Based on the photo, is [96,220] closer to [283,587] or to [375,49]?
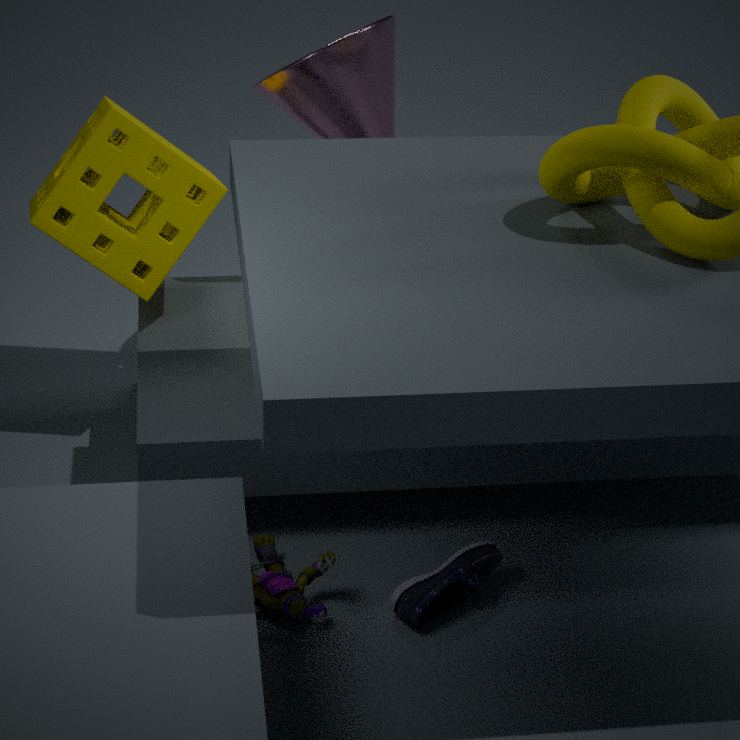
[375,49]
